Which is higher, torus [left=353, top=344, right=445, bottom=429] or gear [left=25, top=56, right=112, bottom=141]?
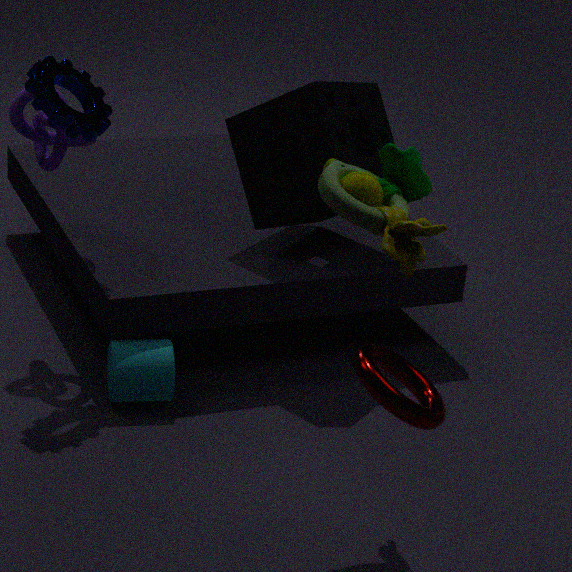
gear [left=25, top=56, right=112, bottom=141]
